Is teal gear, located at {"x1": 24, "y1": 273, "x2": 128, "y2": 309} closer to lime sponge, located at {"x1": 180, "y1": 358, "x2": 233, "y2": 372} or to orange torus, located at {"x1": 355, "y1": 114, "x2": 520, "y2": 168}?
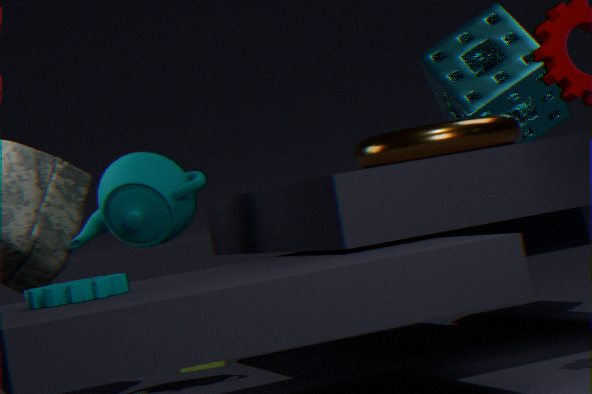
orange torus, located at {"x1": 355, "y1": 114, "x2": 520, "y2": 168}
